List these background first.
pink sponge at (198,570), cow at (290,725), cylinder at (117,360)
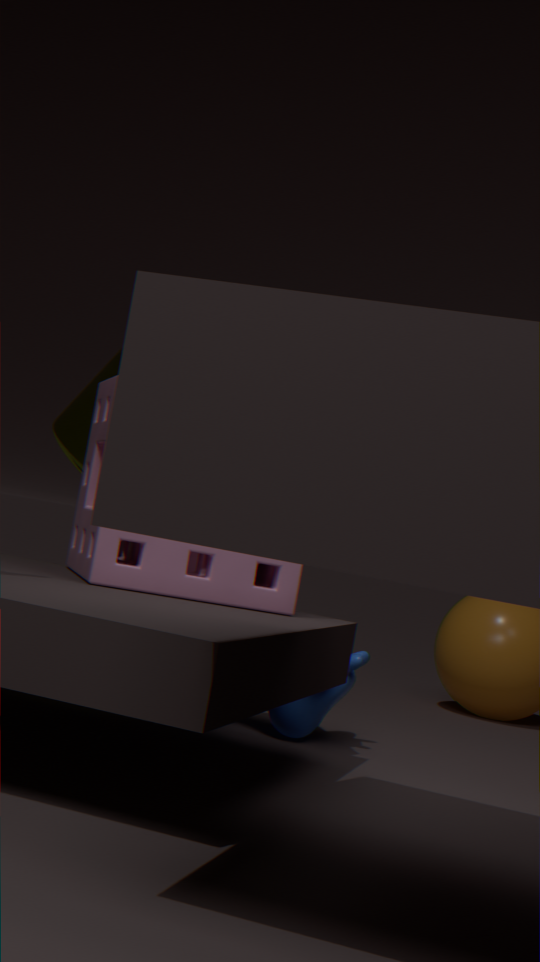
cylinder at (117,360) < cow at (290,725) < pink sponge at (198,570)
